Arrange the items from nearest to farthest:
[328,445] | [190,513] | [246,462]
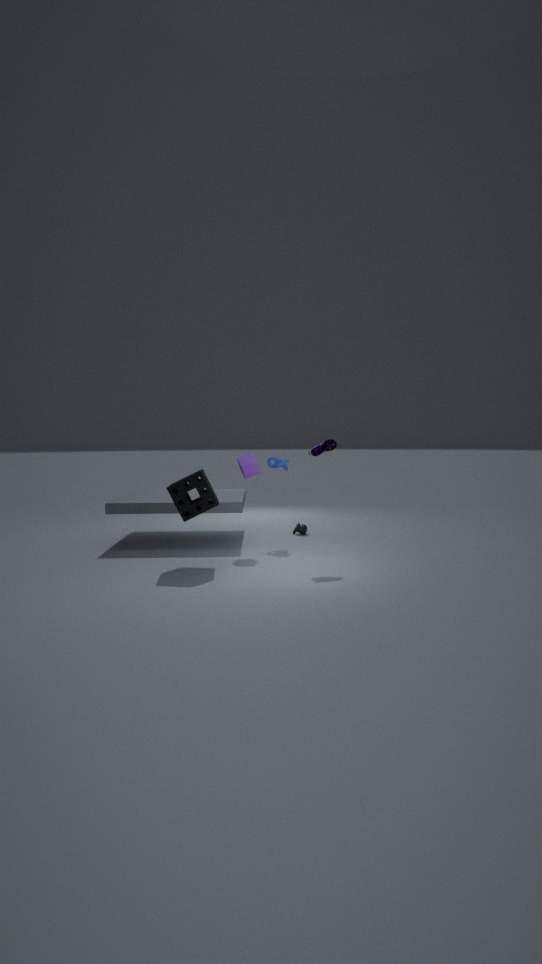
[190,513]
[328,445]
[246,462]
